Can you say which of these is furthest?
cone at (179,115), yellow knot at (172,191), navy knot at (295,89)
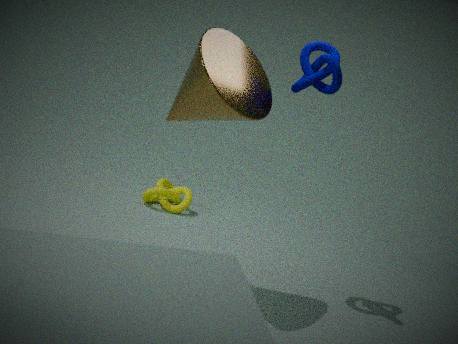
yellow knot at (172,191)
